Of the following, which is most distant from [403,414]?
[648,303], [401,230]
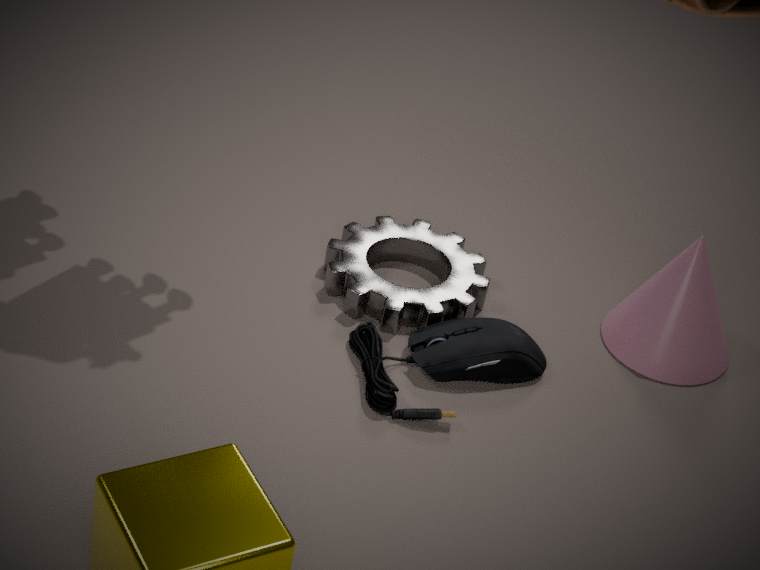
[648,303]
